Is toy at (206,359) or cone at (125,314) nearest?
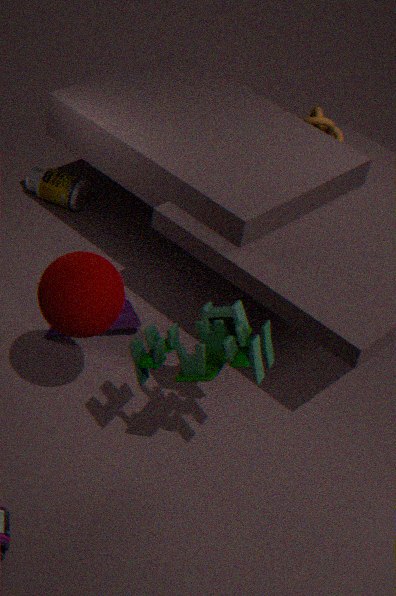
toy at (206,359)
